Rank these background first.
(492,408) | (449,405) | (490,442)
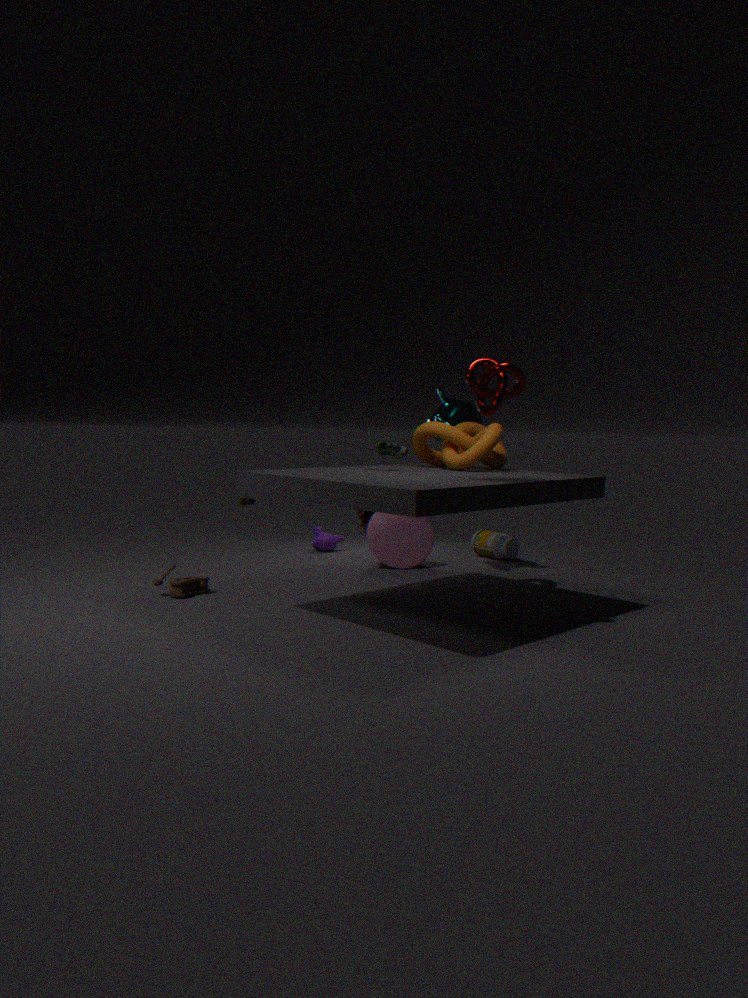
(449,405)
(490,442)
(492,408)
